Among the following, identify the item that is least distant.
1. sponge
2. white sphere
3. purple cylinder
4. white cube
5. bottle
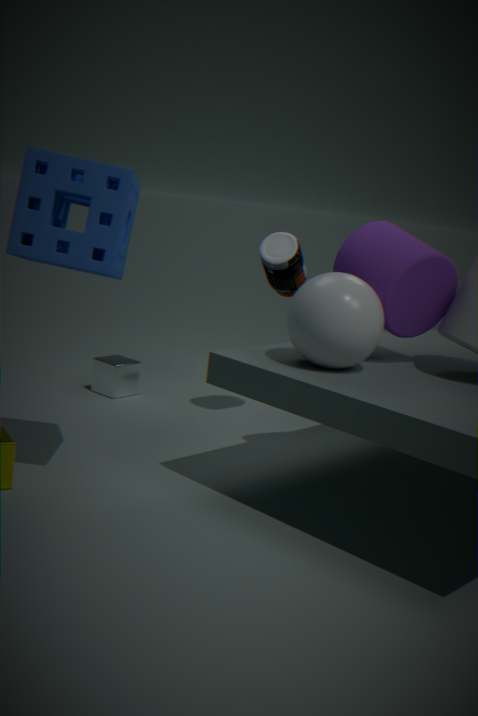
sponge
